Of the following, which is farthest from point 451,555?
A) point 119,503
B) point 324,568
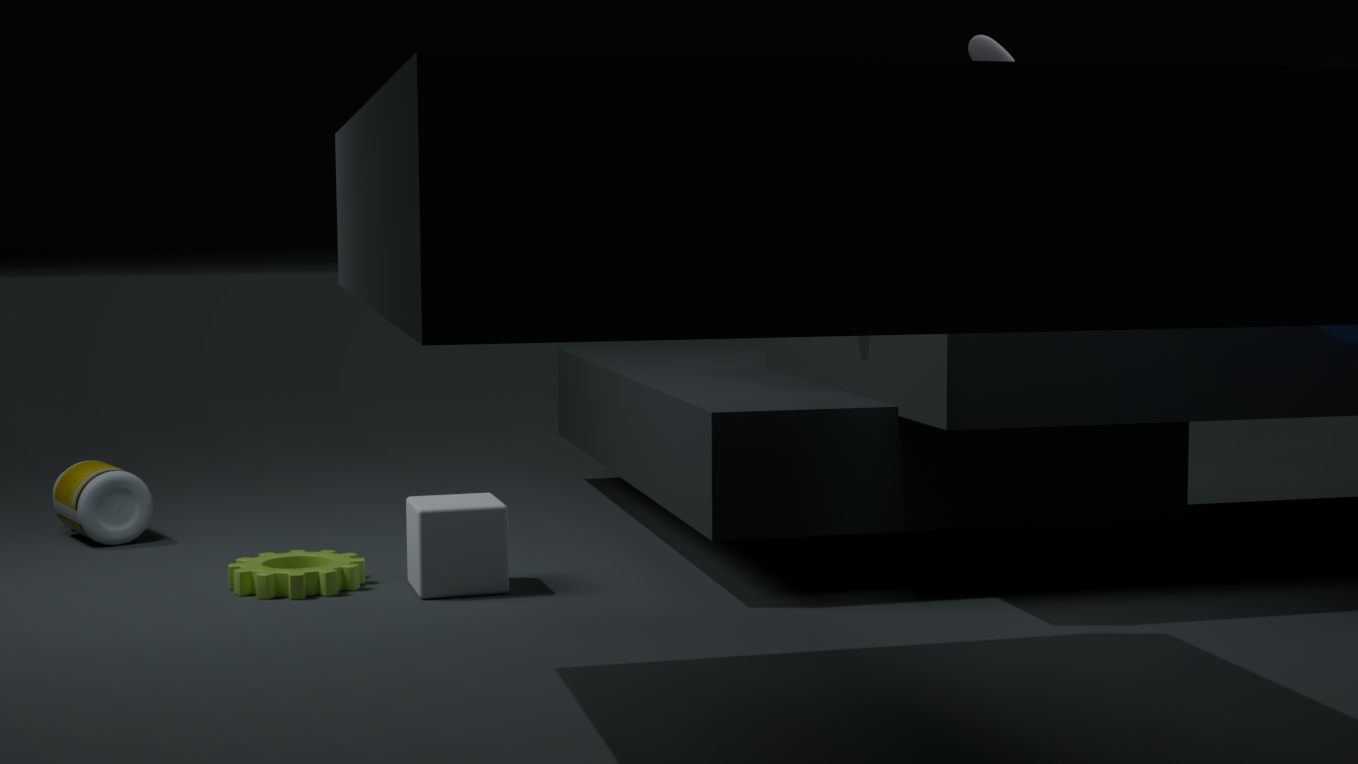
point 119,503
